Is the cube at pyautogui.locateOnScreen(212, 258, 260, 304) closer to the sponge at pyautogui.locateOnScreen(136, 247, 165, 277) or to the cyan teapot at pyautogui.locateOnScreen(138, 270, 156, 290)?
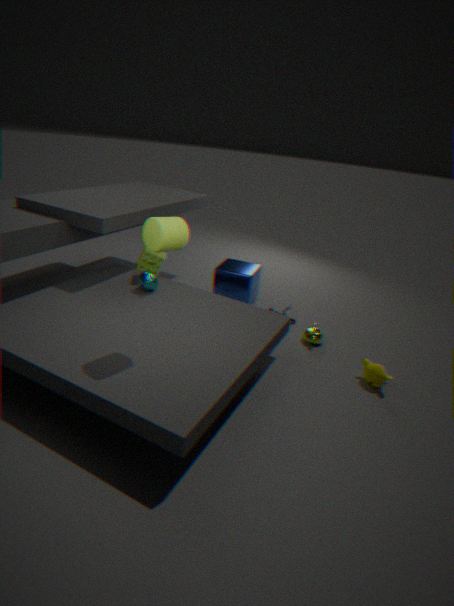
the sponge at pyautogui.locateOnScreen(136, 247, 165, 277)
